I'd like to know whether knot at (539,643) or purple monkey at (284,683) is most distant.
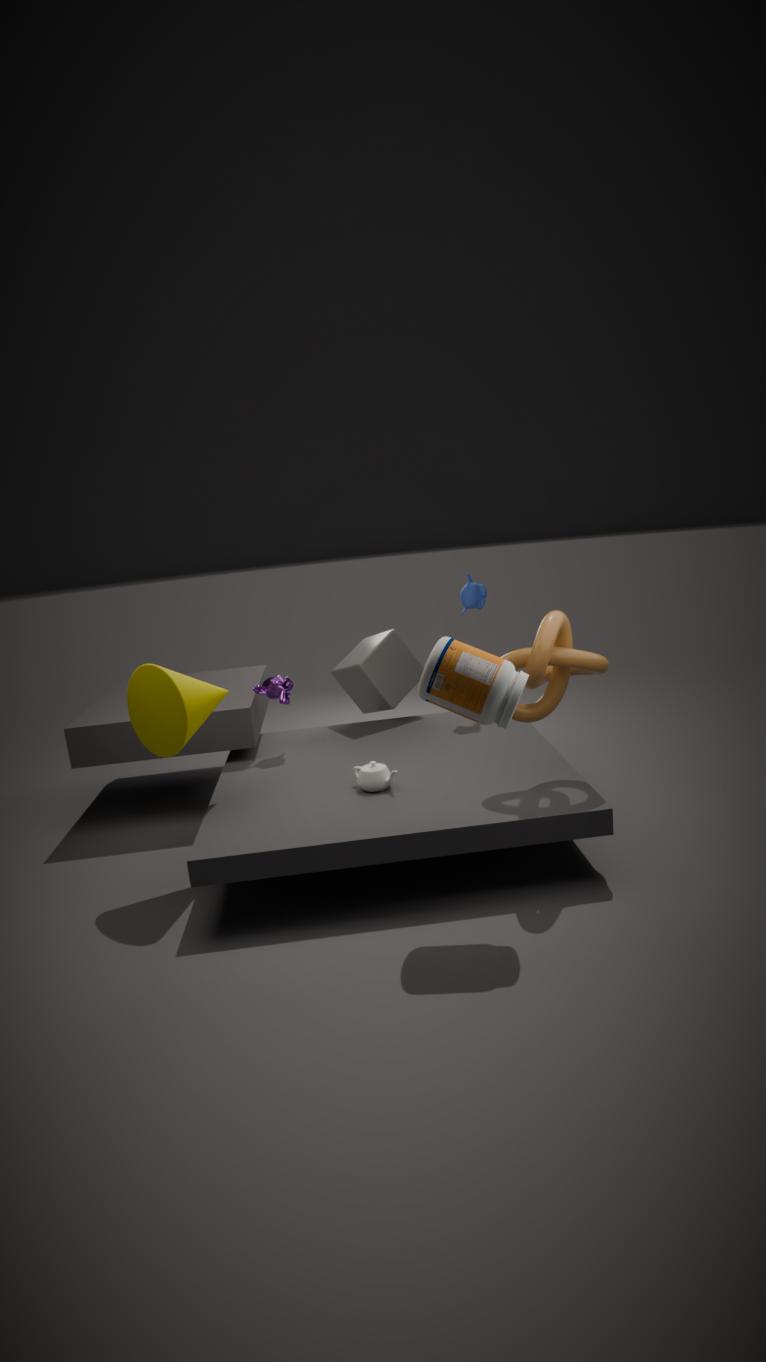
purple monkey at (284,683)
